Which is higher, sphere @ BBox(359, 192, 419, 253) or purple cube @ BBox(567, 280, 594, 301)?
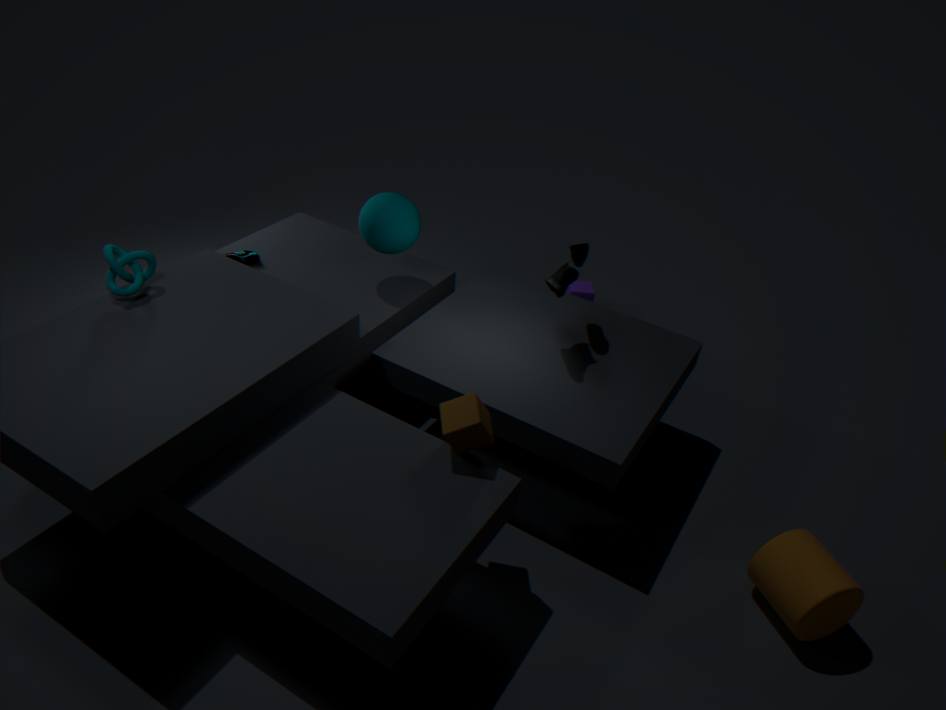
sphere @ BBox(359, 192, 419, 253)
